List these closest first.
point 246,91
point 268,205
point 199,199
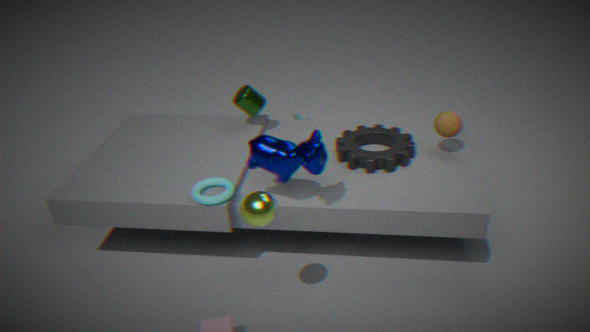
point 268,205 → point 199,199 → point 246,91
